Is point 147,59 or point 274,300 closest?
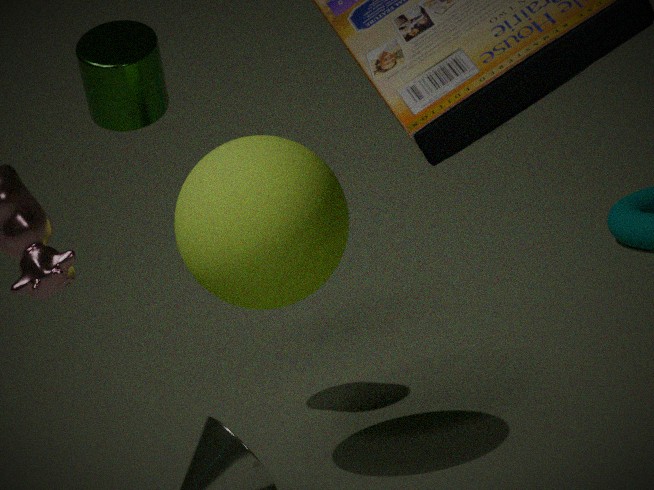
point 274,300
